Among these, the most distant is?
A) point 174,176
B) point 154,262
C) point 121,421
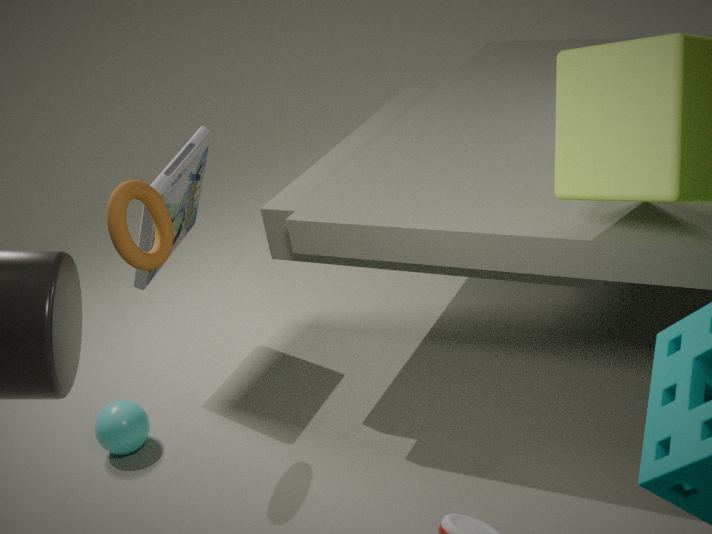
point 174,176
